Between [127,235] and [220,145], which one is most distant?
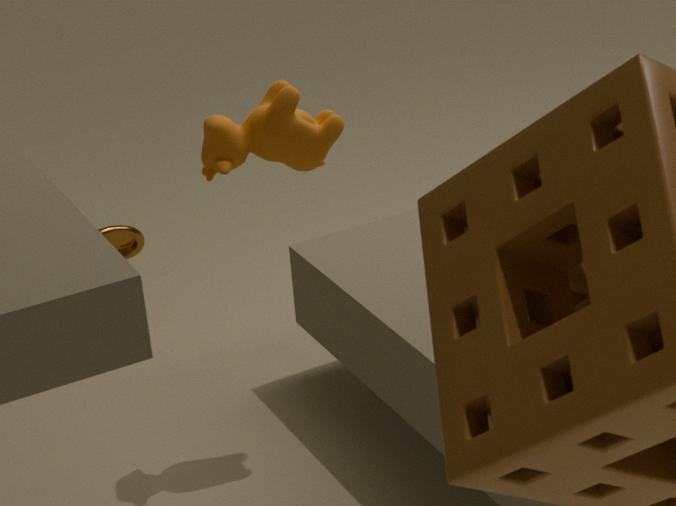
[127,235]
